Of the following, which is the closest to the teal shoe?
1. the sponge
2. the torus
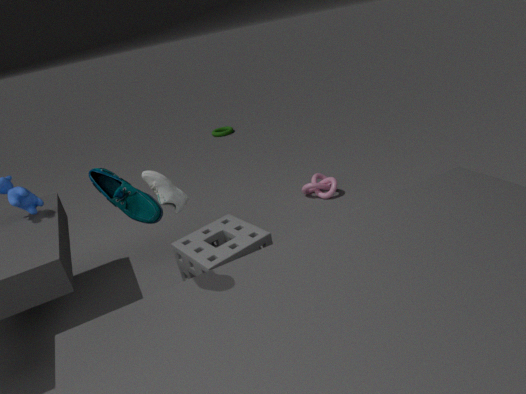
the sponge
